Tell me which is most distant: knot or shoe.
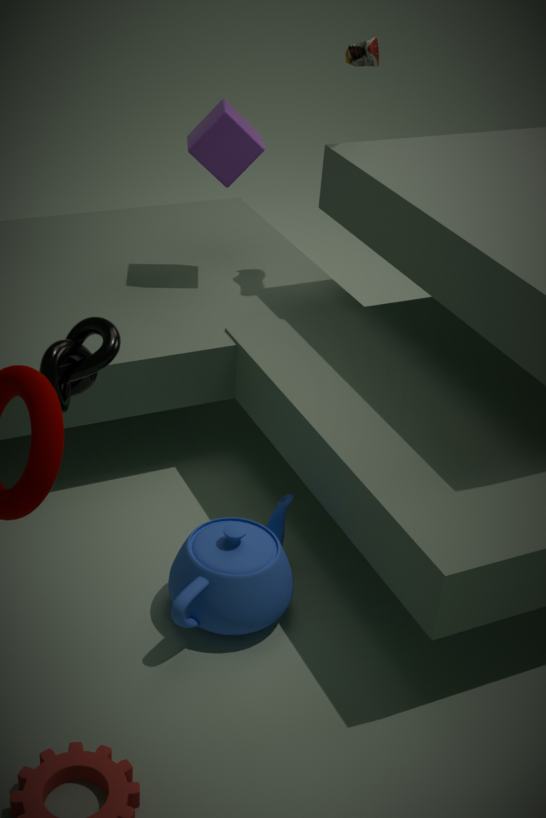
shoe
